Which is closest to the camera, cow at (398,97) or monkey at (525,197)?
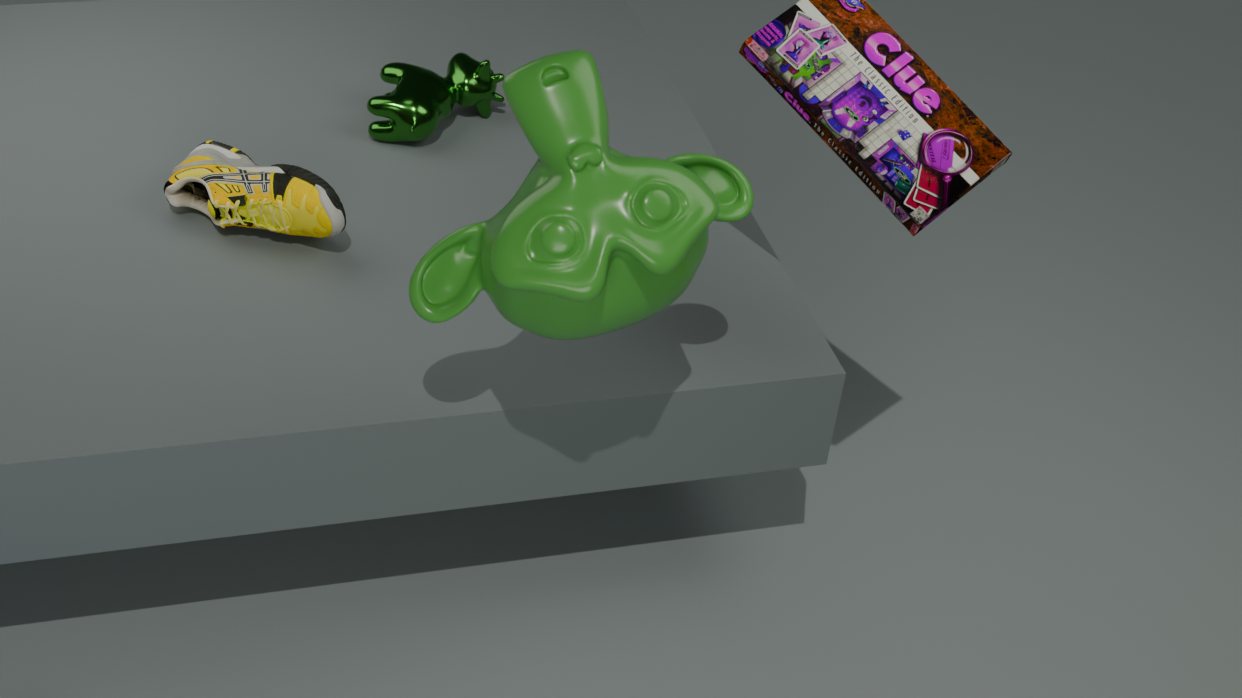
monkey at (525,197)
